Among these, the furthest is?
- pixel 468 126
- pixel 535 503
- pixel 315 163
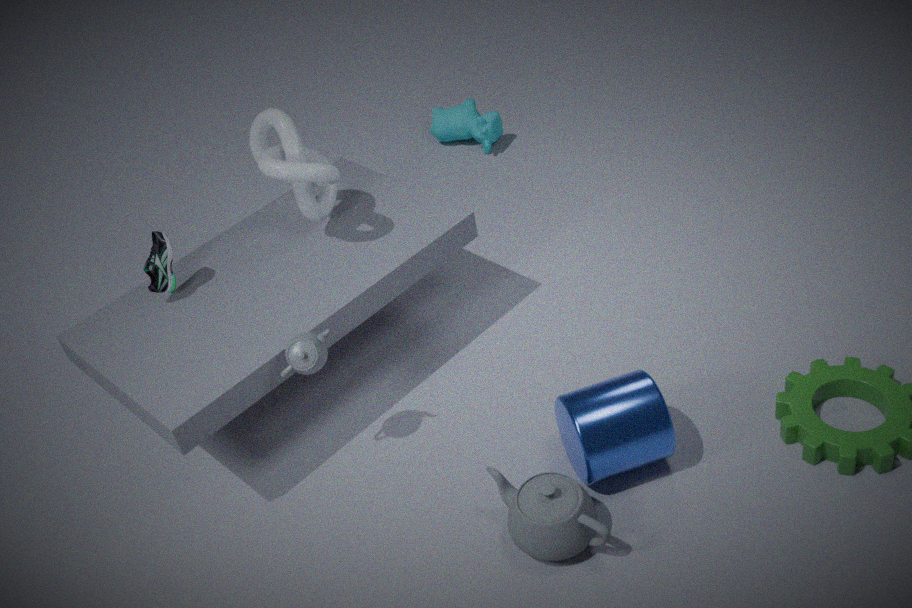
pixel 468 126
